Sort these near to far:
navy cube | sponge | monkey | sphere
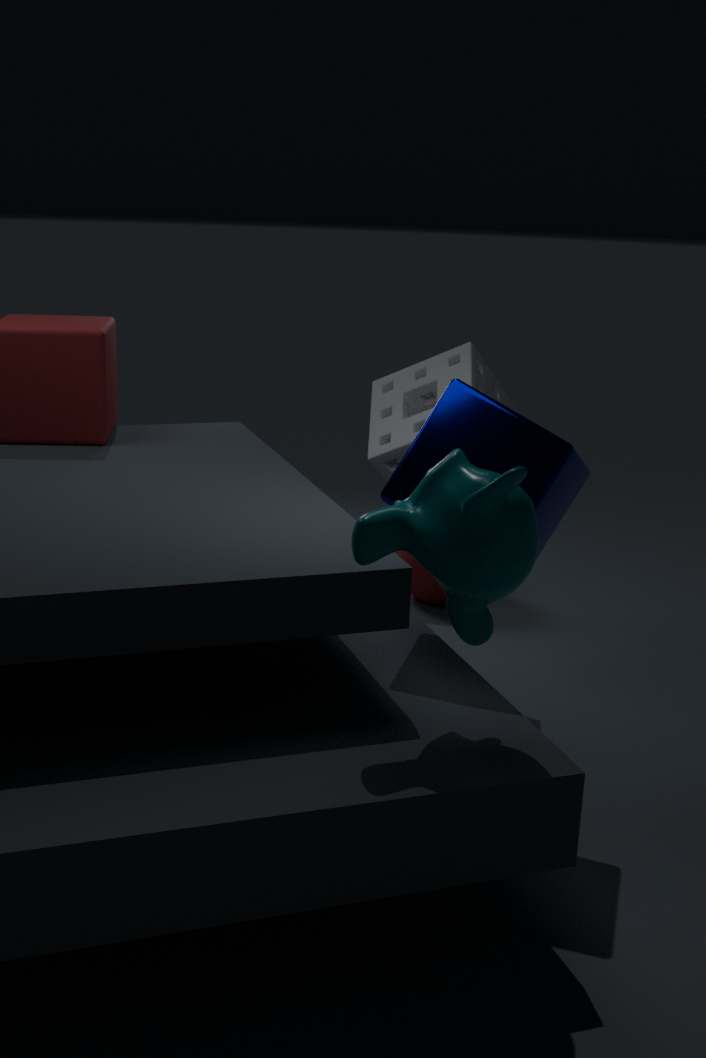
1. monkey
2. navy cube
3. sponge
4. sphere
